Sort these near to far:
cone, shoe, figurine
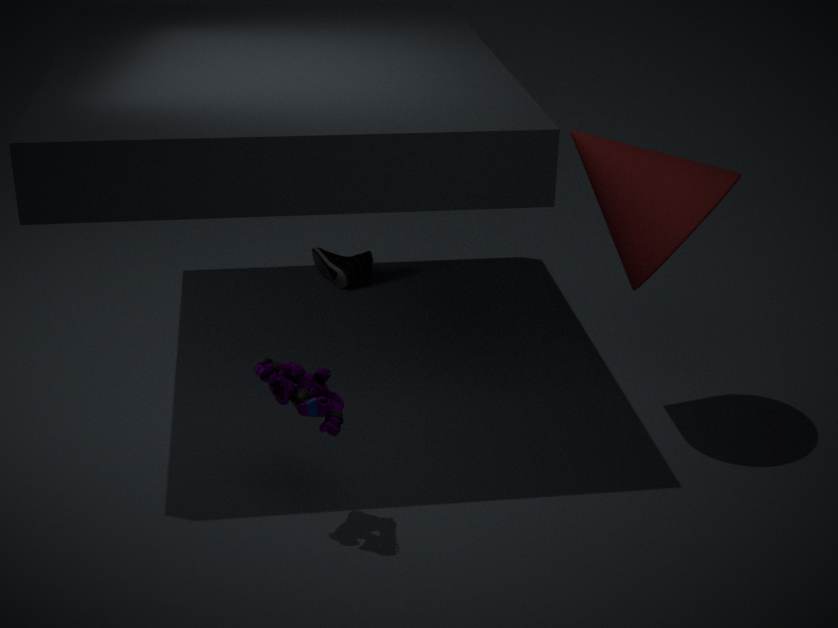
figurine < cone < shoe
